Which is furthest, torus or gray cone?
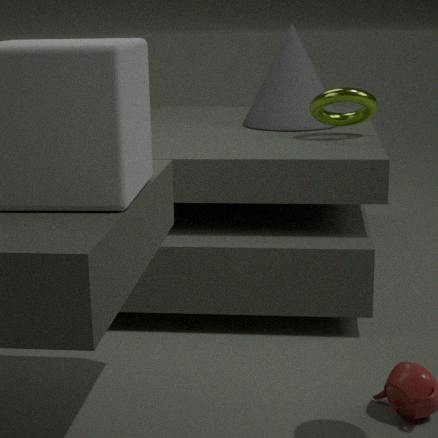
gray cone
